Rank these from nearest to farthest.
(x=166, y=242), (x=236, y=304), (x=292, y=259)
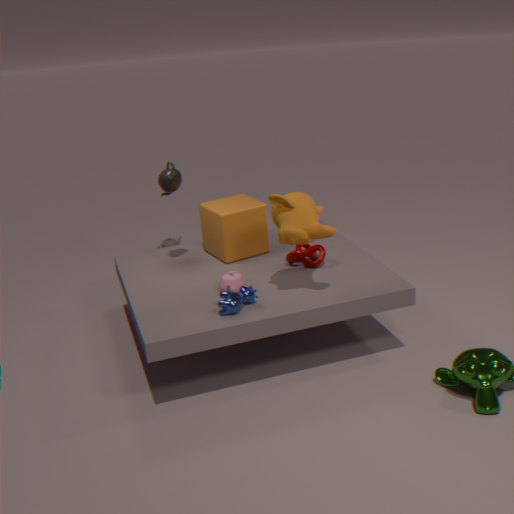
(x=236, y=304) → (x=292, y=259) → (x=166, y=242)
